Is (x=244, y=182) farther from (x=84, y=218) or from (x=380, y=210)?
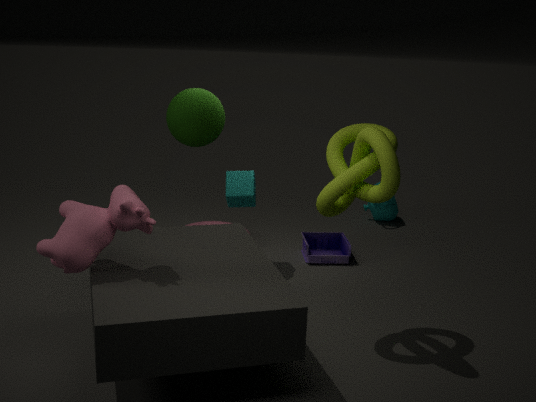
(x=380, y=210)
